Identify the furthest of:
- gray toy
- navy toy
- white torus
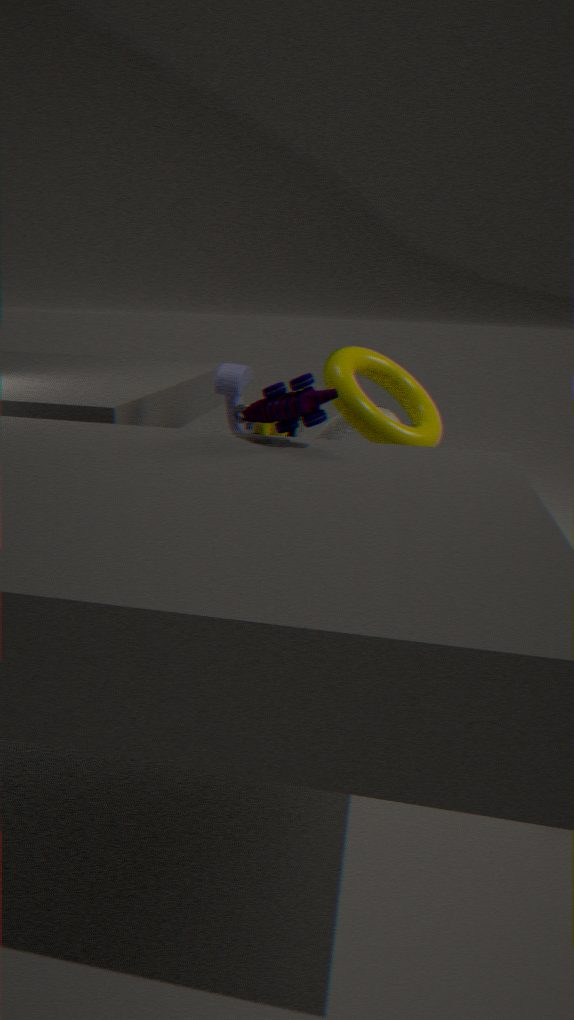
white torus
